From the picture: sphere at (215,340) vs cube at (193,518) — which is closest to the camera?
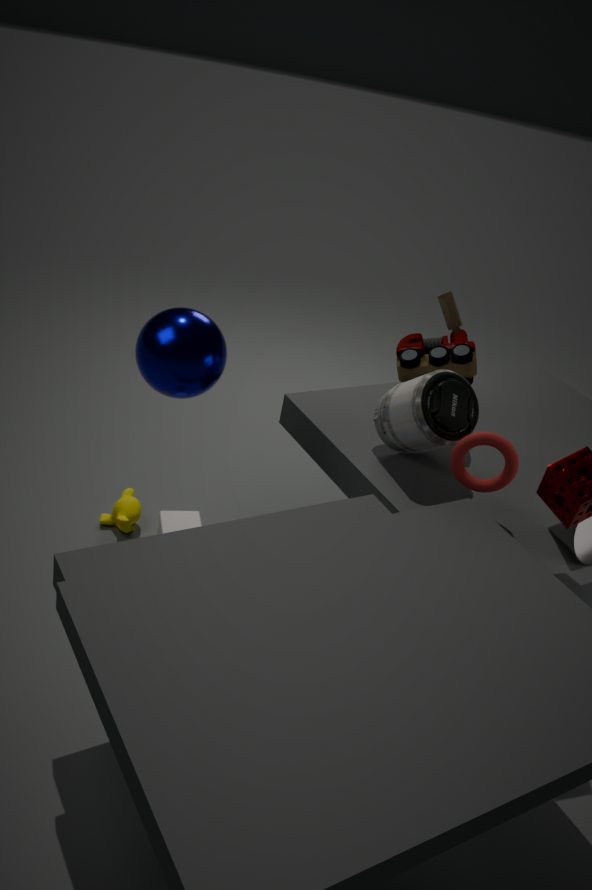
sphere at (215,340)
